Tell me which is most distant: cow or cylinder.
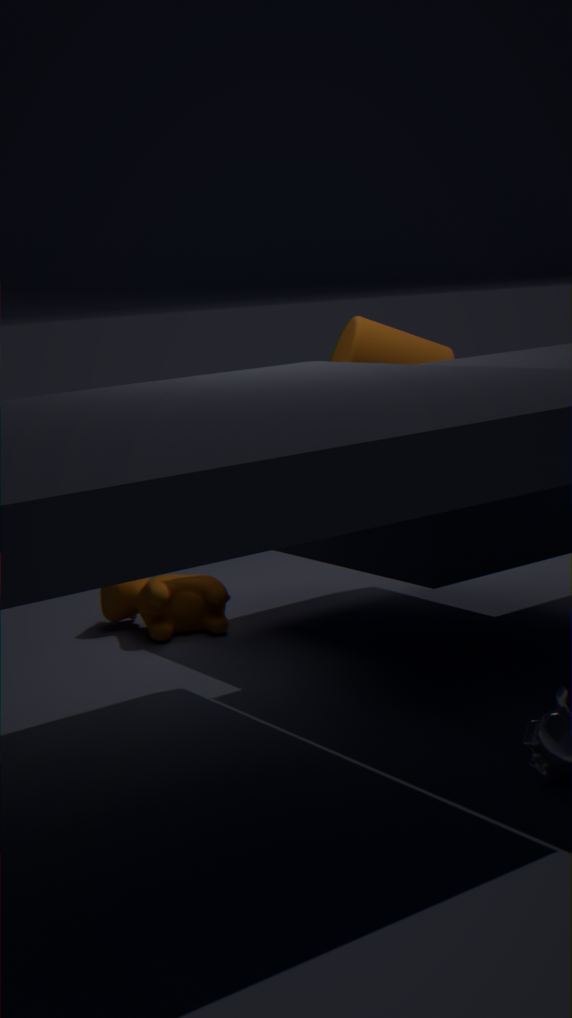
cow
